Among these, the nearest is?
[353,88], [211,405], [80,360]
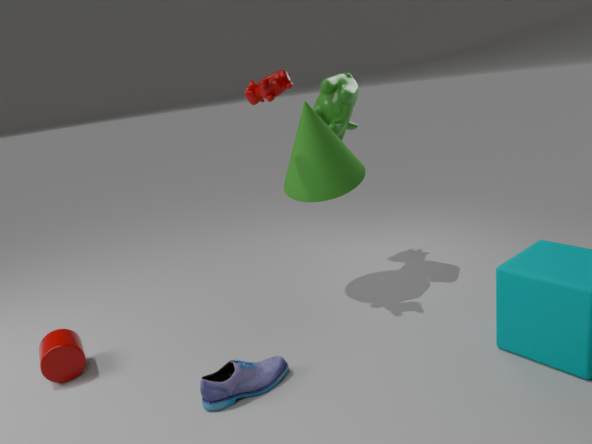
[211,405]
